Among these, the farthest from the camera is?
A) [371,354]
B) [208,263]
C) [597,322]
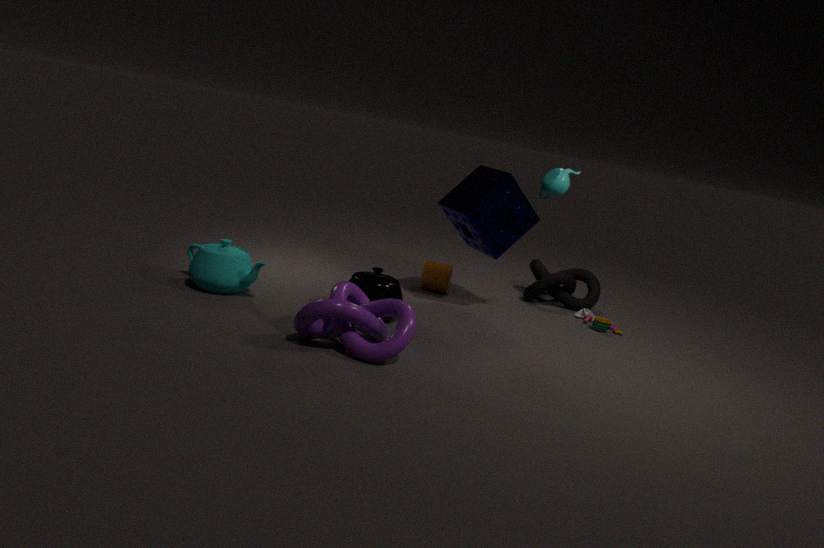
[597,322]
